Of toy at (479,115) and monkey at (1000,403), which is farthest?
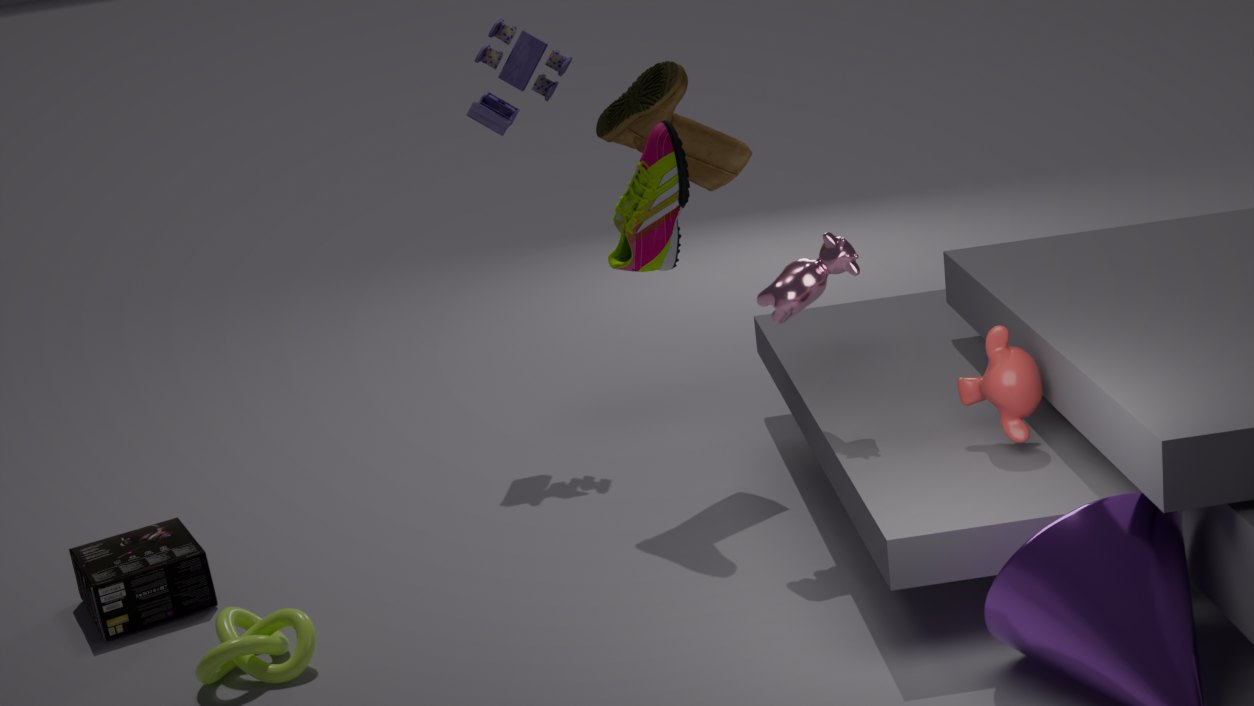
toy at (479,115)
